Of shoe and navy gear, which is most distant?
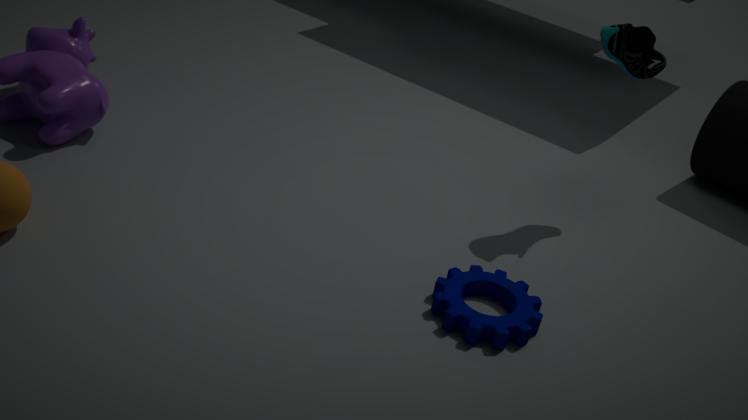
shoe
